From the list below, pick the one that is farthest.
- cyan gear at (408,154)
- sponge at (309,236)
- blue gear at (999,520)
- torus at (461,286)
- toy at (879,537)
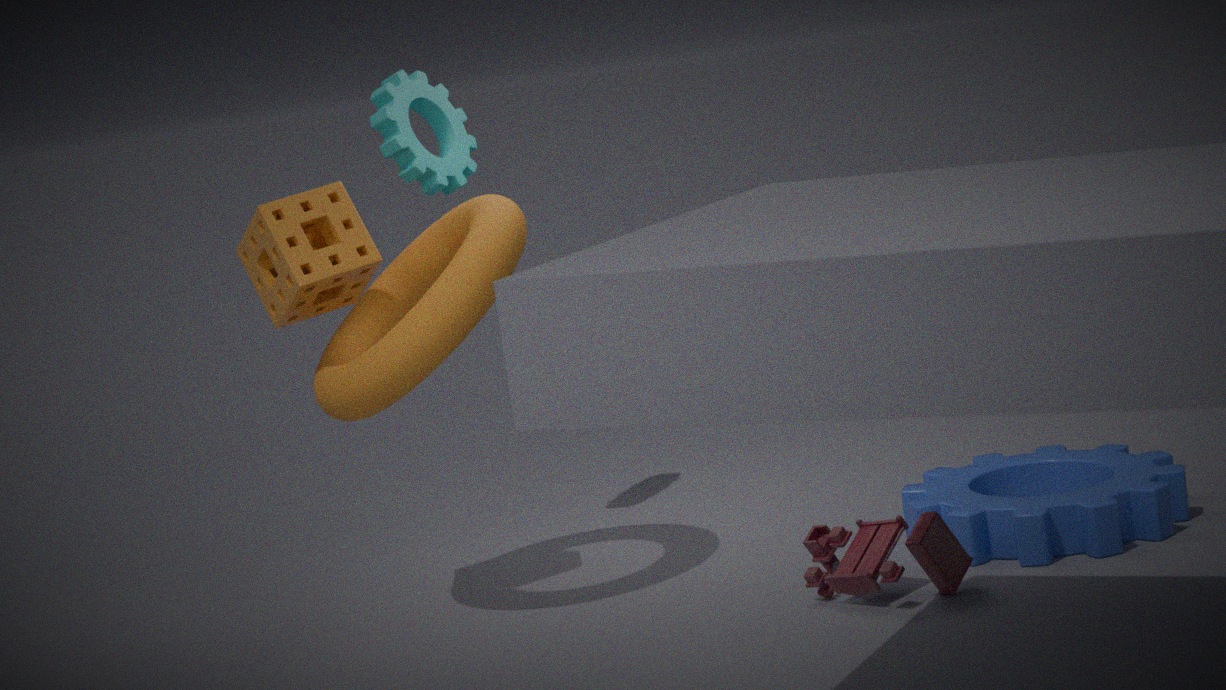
cyan gear at (408,154)
